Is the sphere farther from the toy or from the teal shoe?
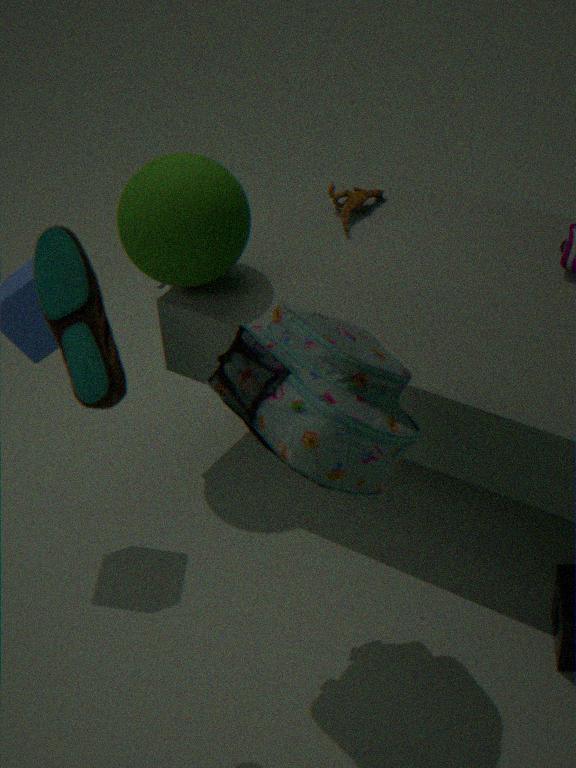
the teal shoe
